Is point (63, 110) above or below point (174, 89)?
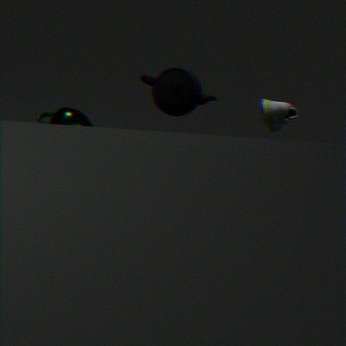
below
